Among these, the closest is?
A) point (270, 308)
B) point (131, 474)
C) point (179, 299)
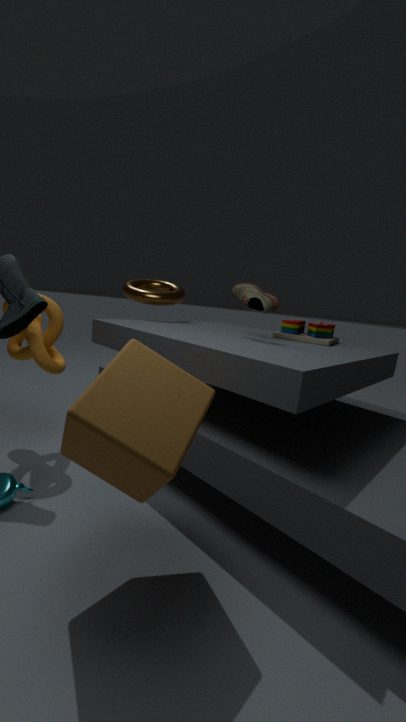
point (131, 474)
